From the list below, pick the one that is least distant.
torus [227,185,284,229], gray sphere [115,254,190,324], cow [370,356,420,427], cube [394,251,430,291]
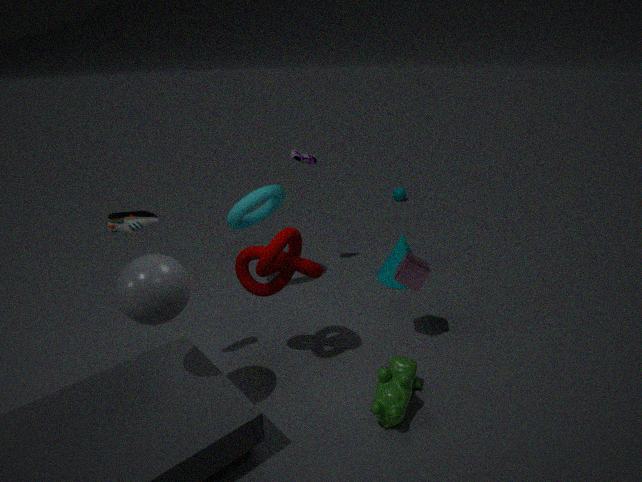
gray sphere [115,254,190,324]
